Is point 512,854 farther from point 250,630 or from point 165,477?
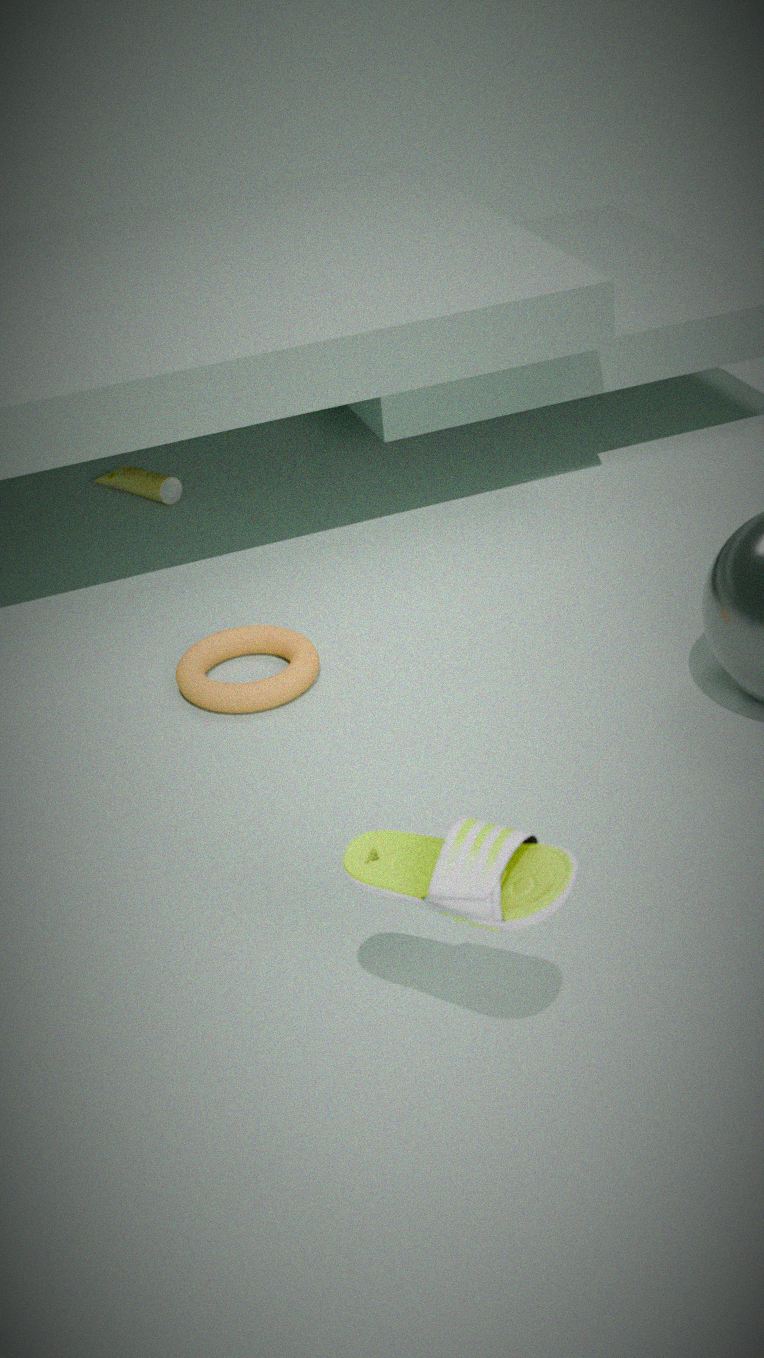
point 165,477
